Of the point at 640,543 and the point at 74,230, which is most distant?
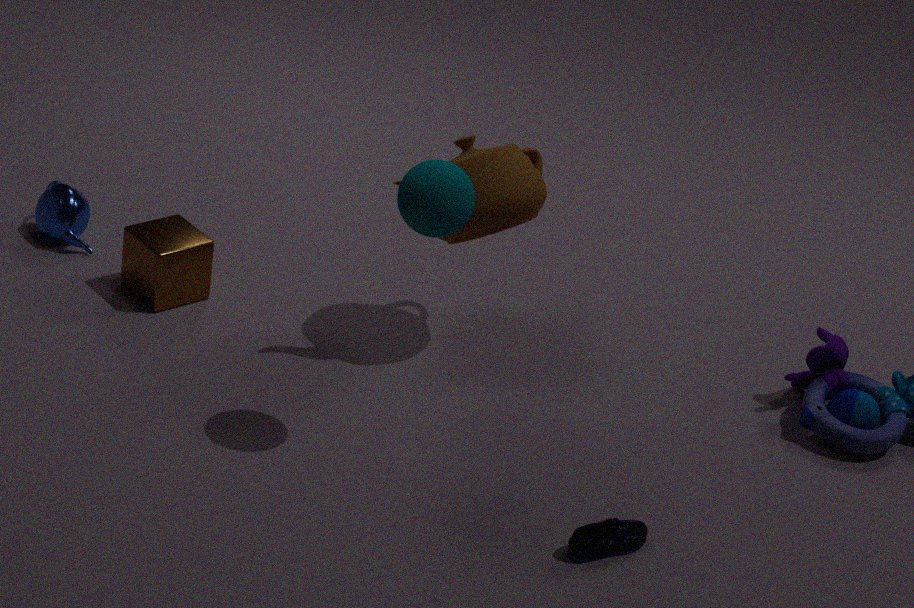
the point at 74,230
